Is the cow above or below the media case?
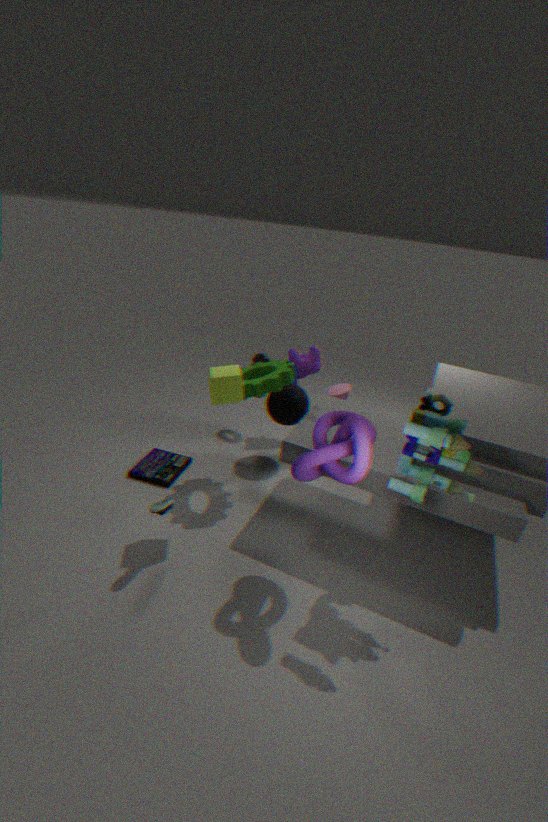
above
